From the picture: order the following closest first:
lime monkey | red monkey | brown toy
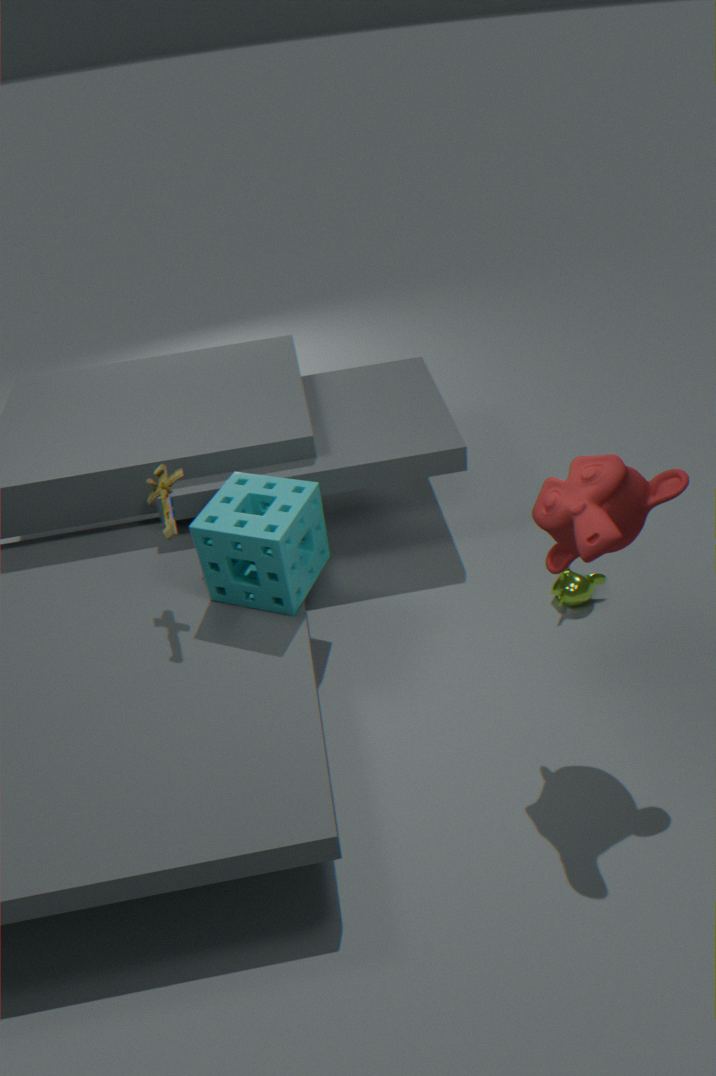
1. red monkey
2. brown toy
3. lime monkey
